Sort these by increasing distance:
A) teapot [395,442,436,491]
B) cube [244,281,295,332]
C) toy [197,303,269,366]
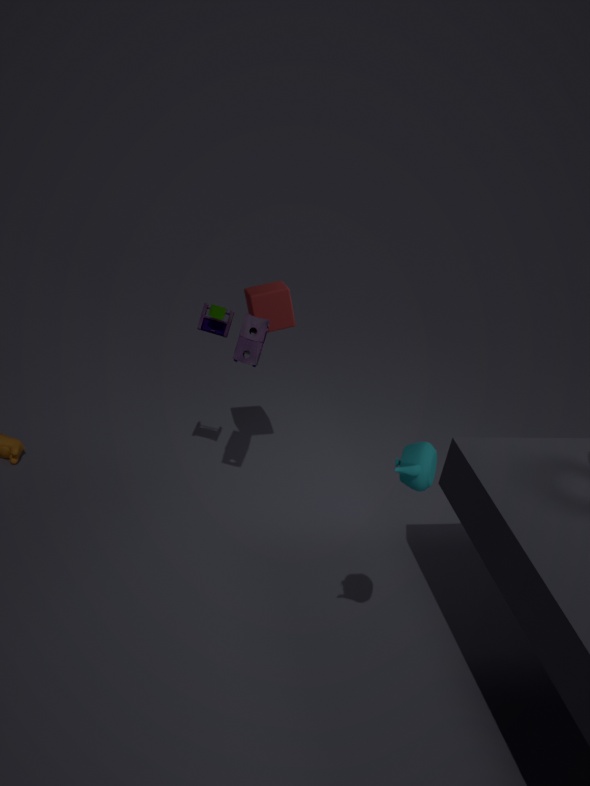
teapot [395,442,436,491] → toy [197,303,269,366] → cube [244,281,295,332]
